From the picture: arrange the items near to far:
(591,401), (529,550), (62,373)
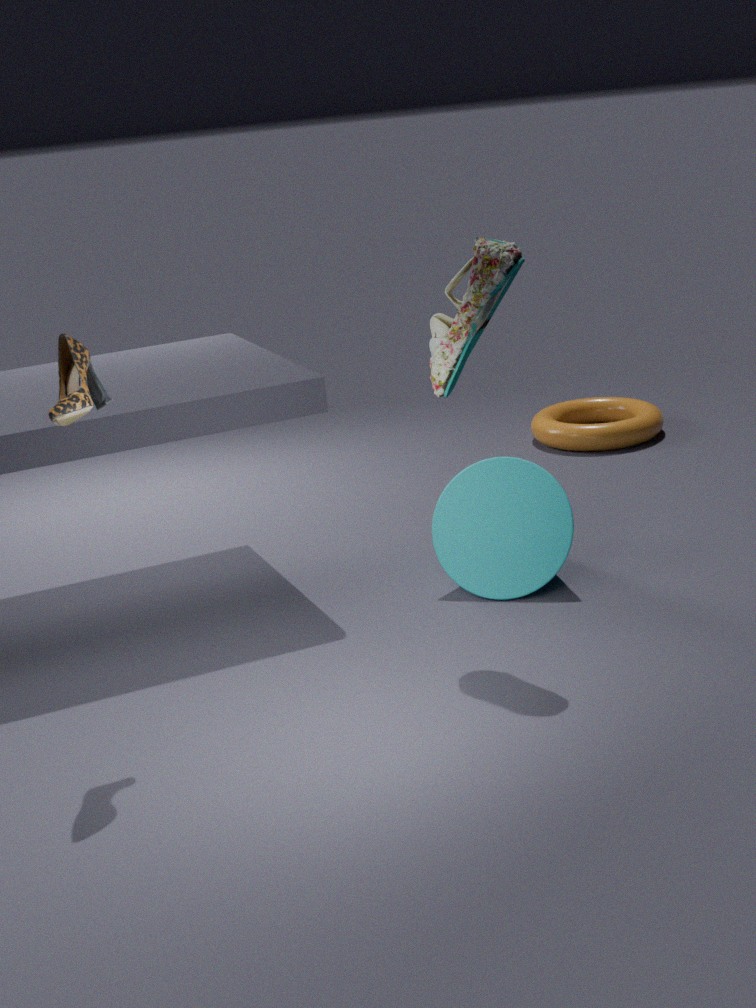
(62,373) < (529,550) < (591,401)
